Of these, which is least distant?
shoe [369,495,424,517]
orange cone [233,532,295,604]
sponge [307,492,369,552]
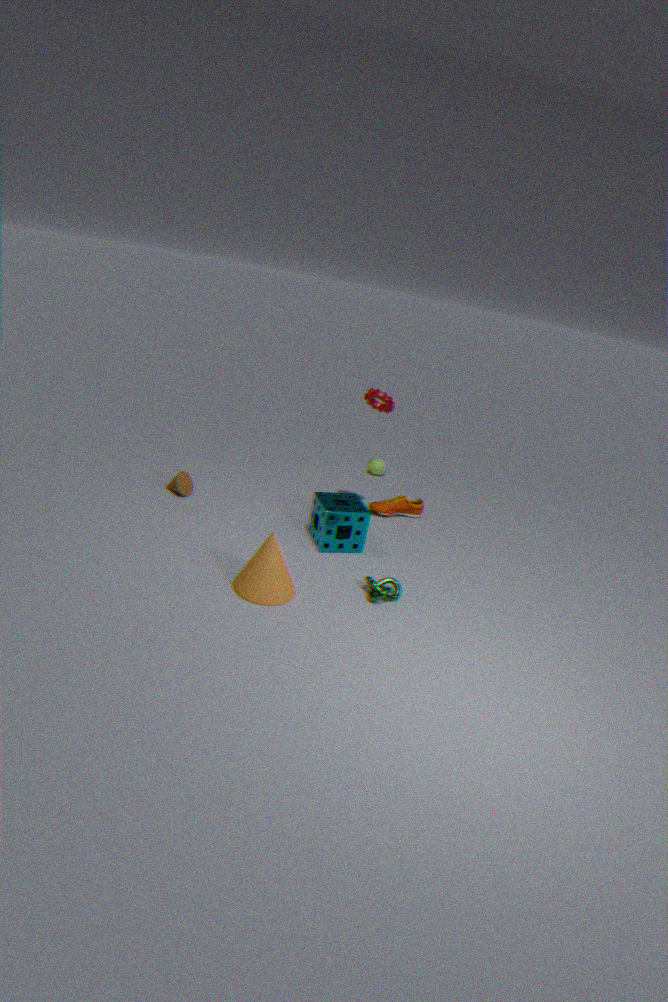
orange cone [233,532,295,604]
